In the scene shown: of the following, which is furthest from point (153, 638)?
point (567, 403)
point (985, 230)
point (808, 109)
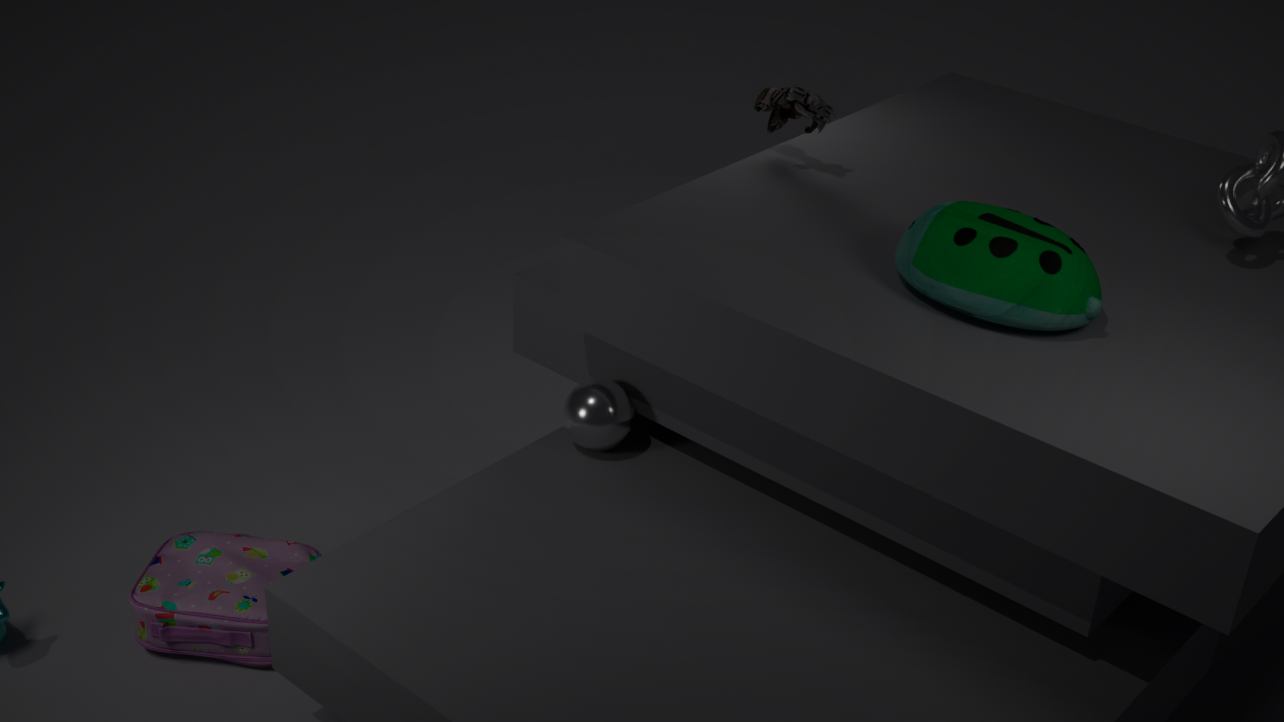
point (985, 230)
